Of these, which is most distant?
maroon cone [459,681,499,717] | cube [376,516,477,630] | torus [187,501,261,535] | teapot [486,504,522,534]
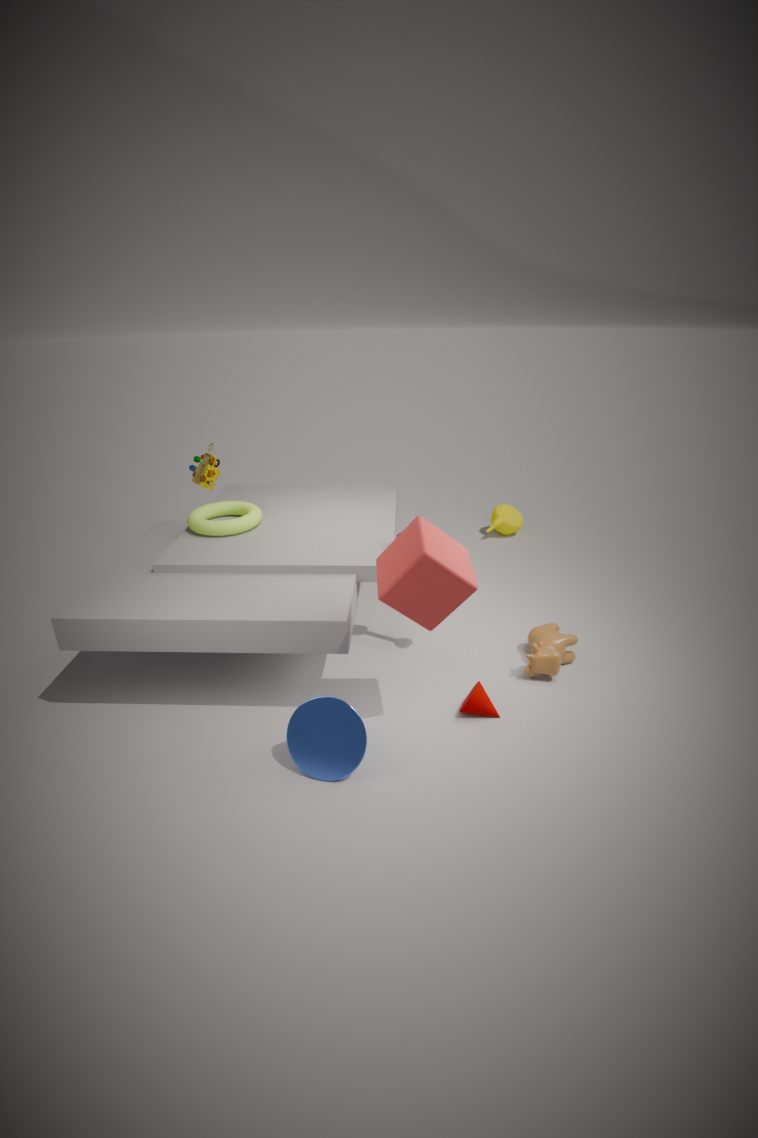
teapot [486,504,522,534]
